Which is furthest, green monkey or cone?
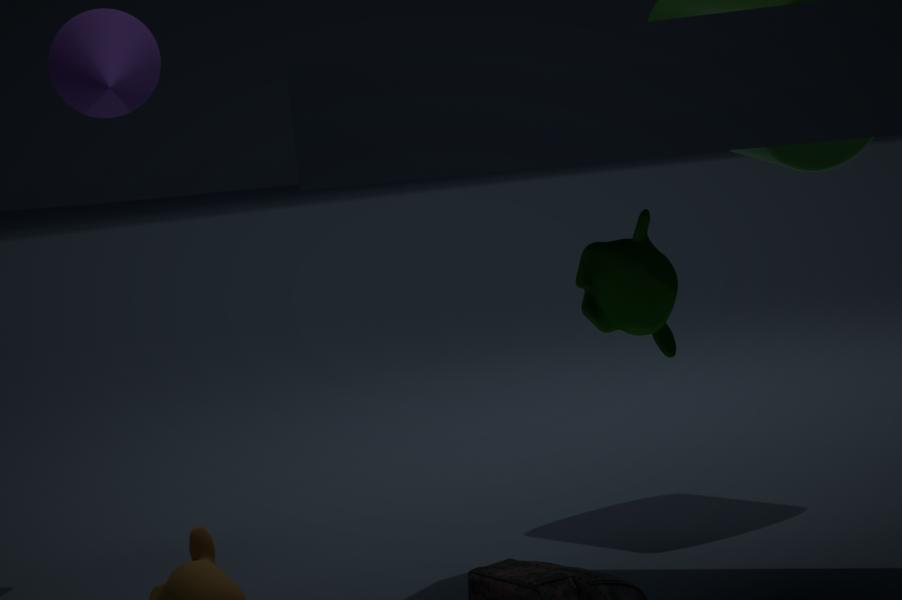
cone
